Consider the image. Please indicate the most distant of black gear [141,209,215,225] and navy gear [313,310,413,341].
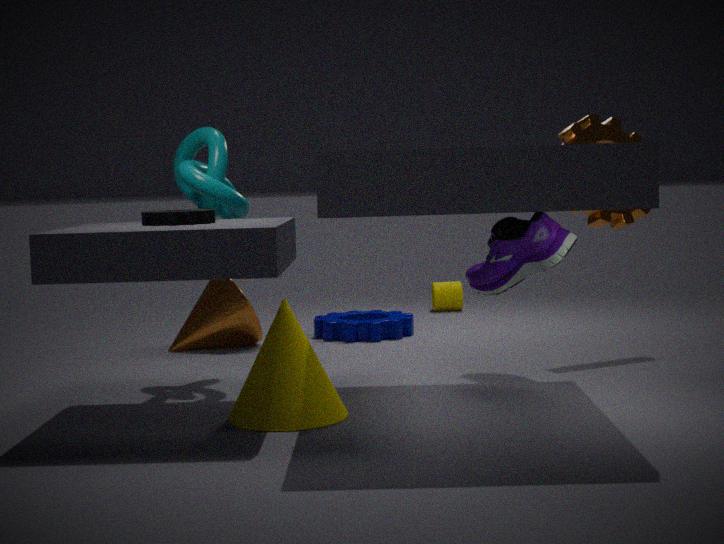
navy gear [313,310,413,341]
